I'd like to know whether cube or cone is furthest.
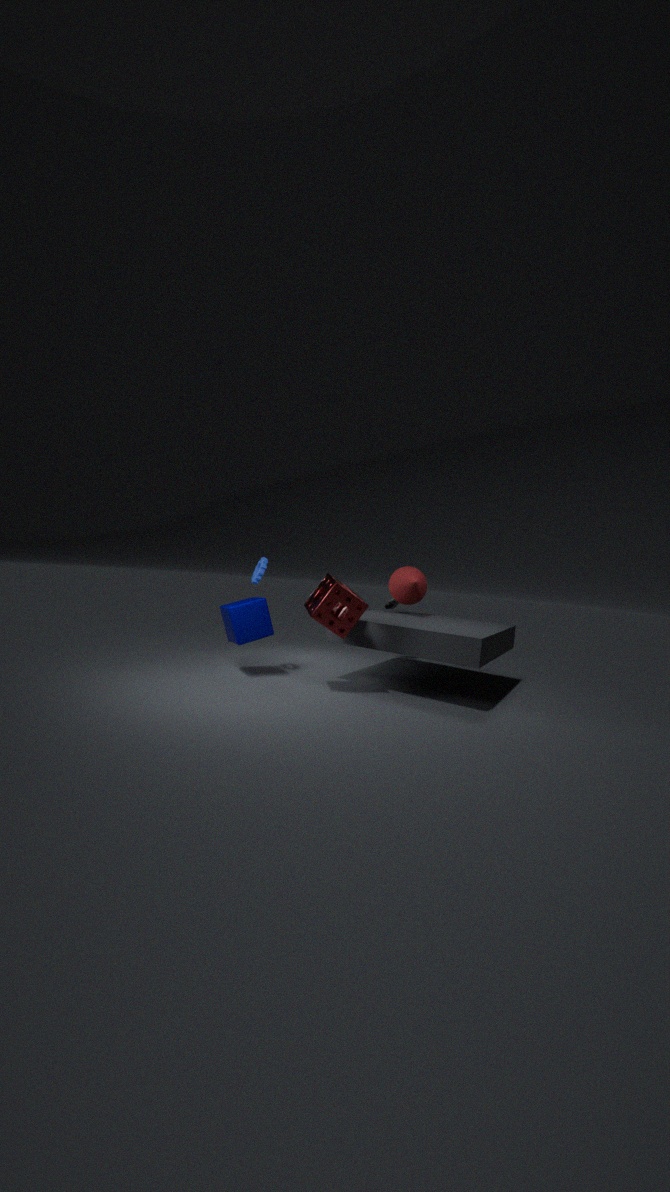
cone
